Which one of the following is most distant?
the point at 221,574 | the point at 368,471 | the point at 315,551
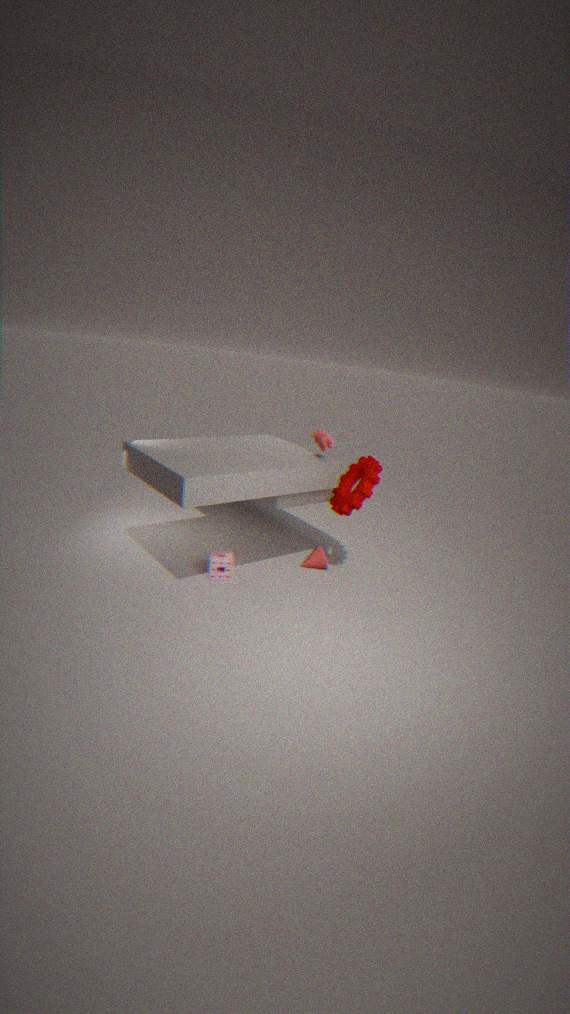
the point at 315,551
